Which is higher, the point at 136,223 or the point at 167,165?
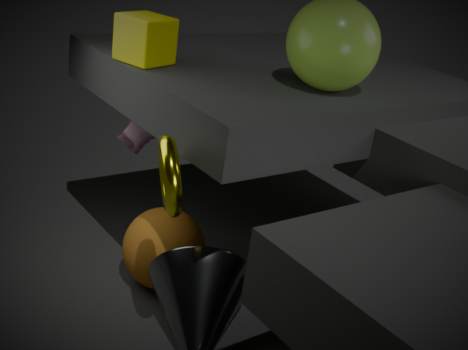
the point at 167,165
